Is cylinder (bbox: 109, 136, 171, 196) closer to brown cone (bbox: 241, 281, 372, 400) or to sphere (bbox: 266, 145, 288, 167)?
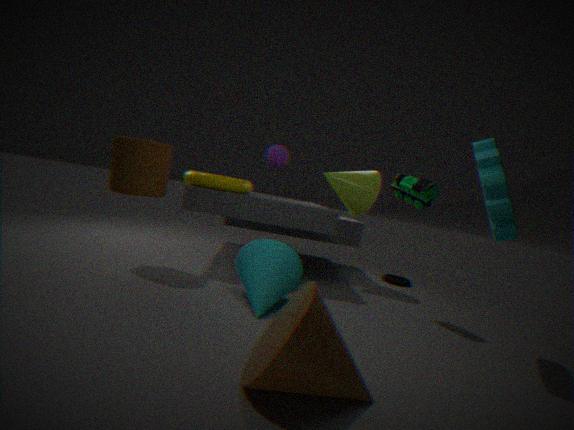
sphere (bbox: 266, 145, 288, 167)
